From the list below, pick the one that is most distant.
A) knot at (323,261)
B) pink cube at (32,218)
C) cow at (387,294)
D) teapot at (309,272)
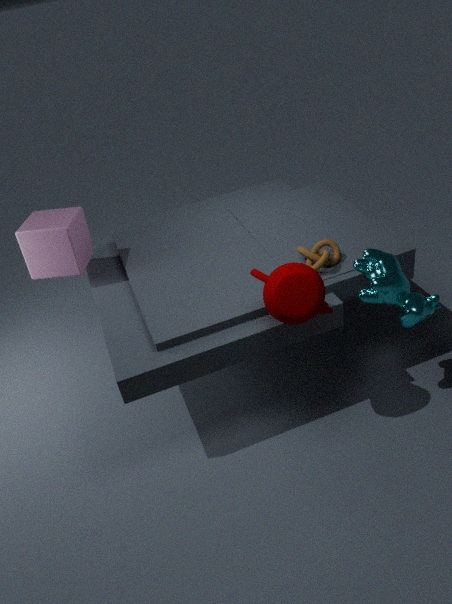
pink cube at (32,218)
